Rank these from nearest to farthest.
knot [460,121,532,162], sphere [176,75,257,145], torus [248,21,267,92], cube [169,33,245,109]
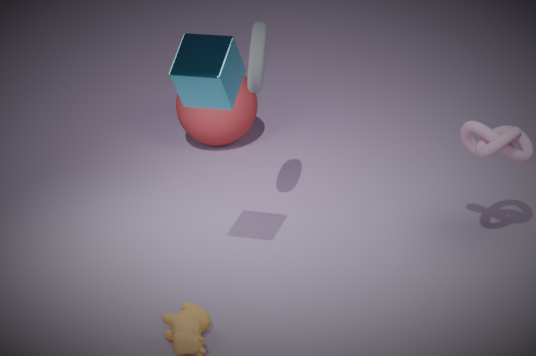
1. cube [169,33,245,109]
2. knot [460,121,532,162]
3. torus [248,21,267,92]
4. sphere [176,75,257,145]
